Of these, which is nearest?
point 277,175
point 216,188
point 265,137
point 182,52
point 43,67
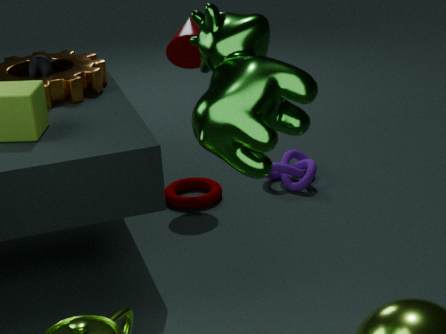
point 265,137
